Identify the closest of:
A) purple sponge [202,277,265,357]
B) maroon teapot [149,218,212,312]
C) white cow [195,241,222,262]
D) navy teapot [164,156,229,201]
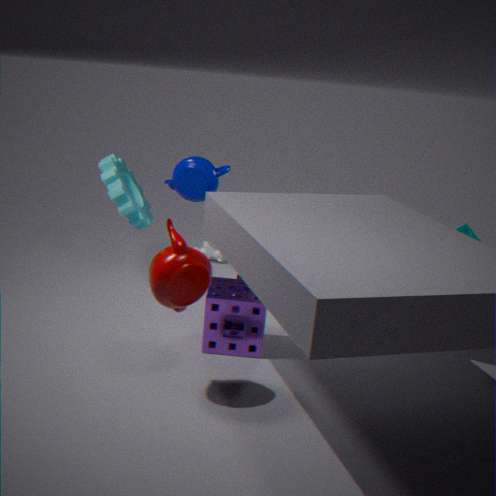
maroon teapot [149,218,212,312]
